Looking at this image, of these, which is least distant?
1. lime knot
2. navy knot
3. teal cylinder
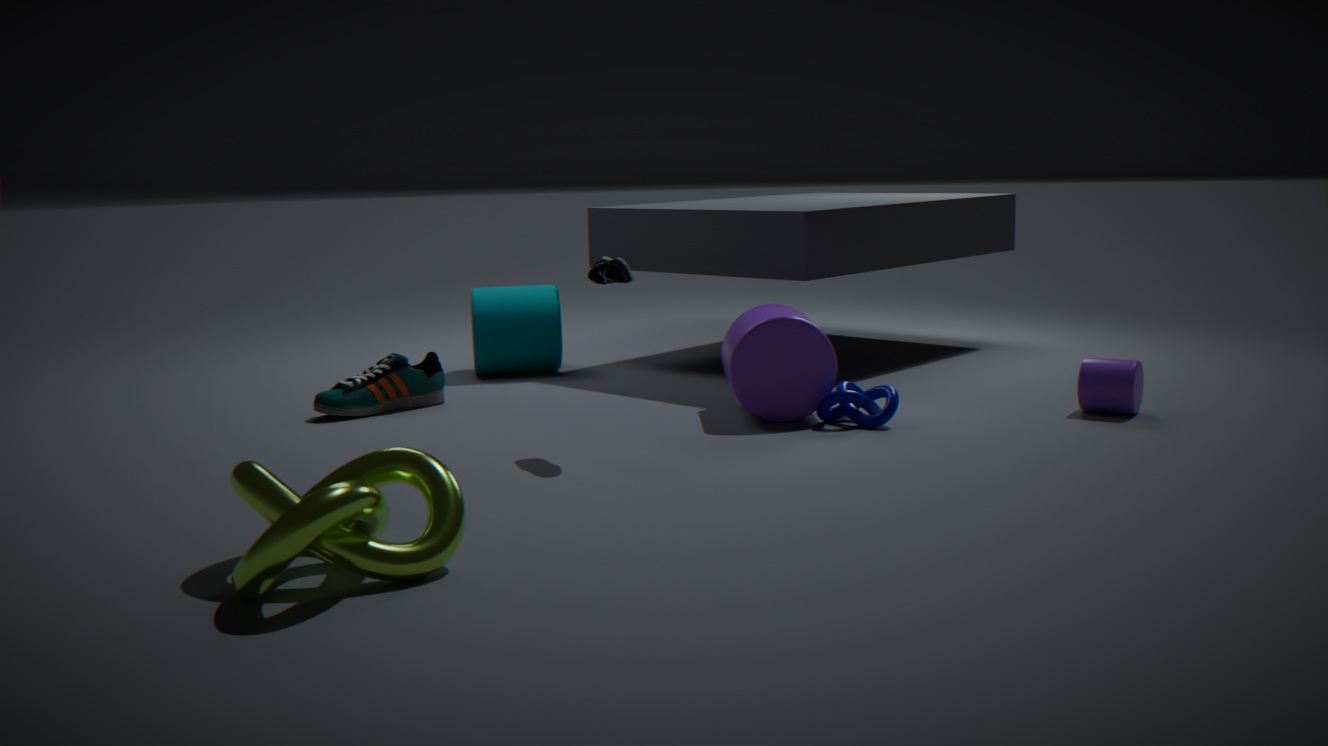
lime knot
